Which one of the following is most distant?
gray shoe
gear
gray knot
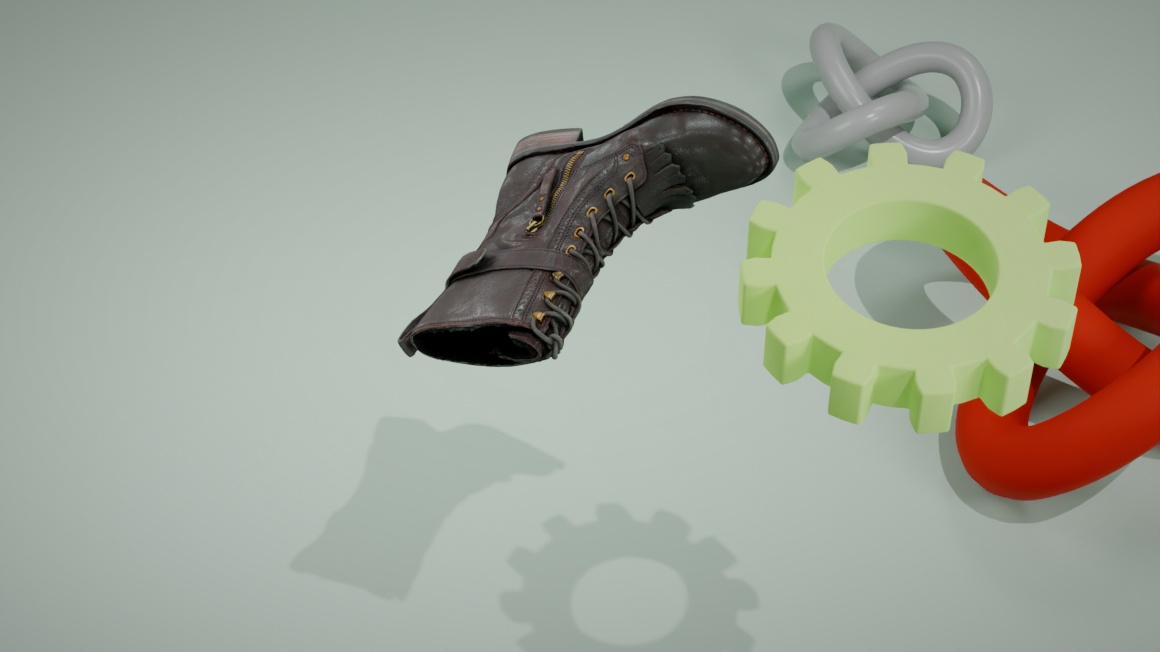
gray knot
